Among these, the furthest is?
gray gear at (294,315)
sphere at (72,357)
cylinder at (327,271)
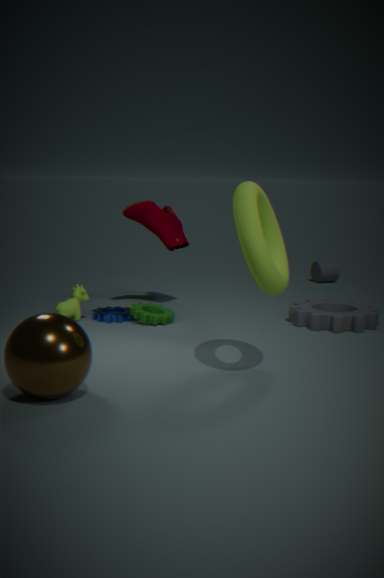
cylinder at (327,271)
